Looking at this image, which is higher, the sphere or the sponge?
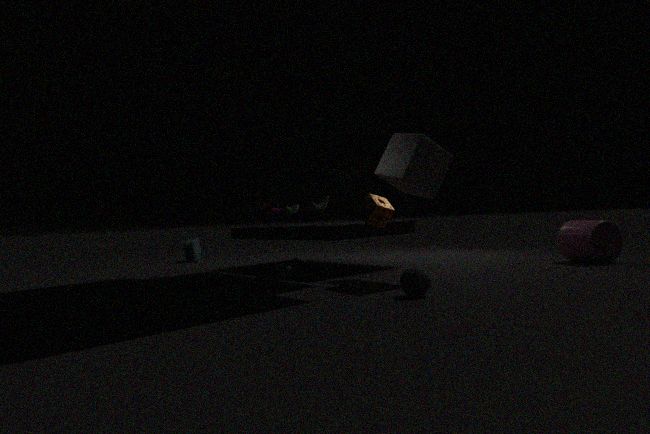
the sponge
